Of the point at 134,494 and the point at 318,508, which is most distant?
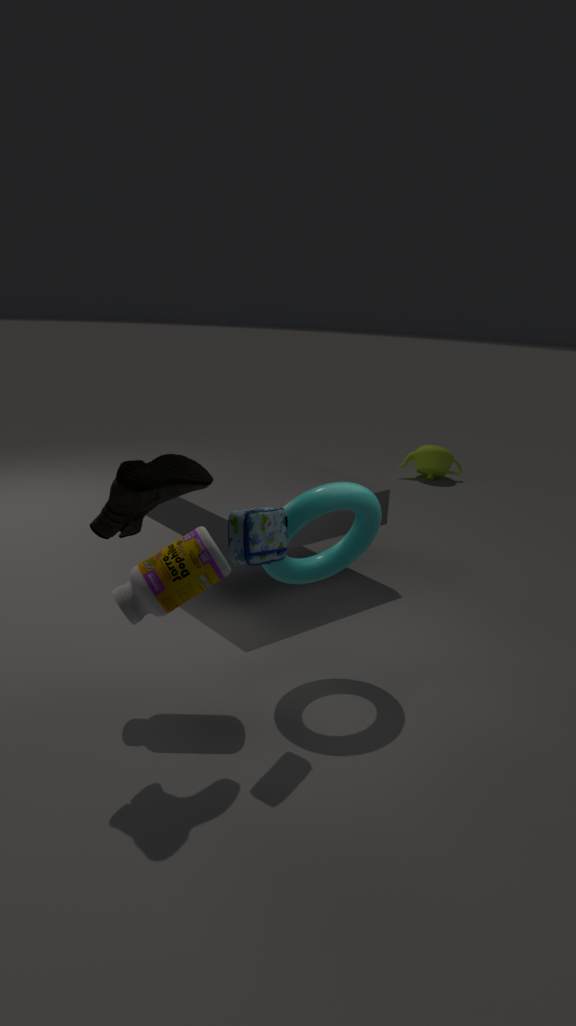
the point at 318,508
